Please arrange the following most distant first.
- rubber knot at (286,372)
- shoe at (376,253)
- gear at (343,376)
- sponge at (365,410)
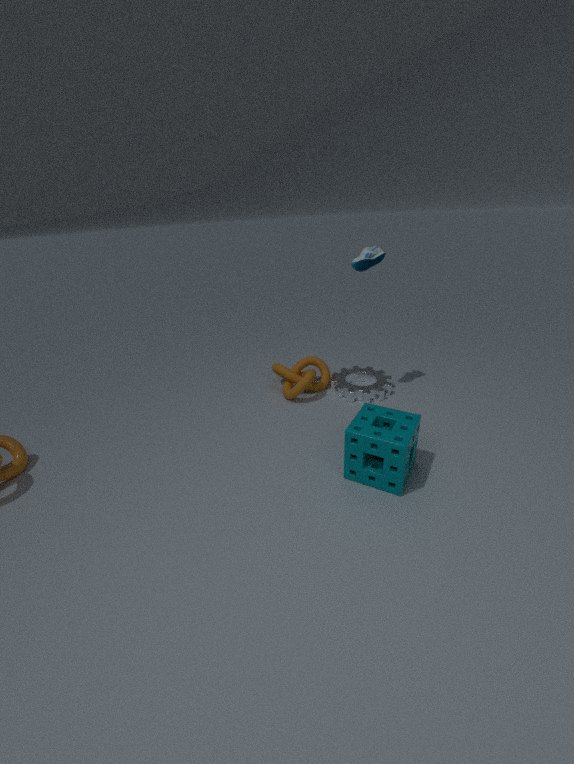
gear at (343,376) < rubber knot at (286,372) < shoe at (376,253) < sponge at (365,410)
